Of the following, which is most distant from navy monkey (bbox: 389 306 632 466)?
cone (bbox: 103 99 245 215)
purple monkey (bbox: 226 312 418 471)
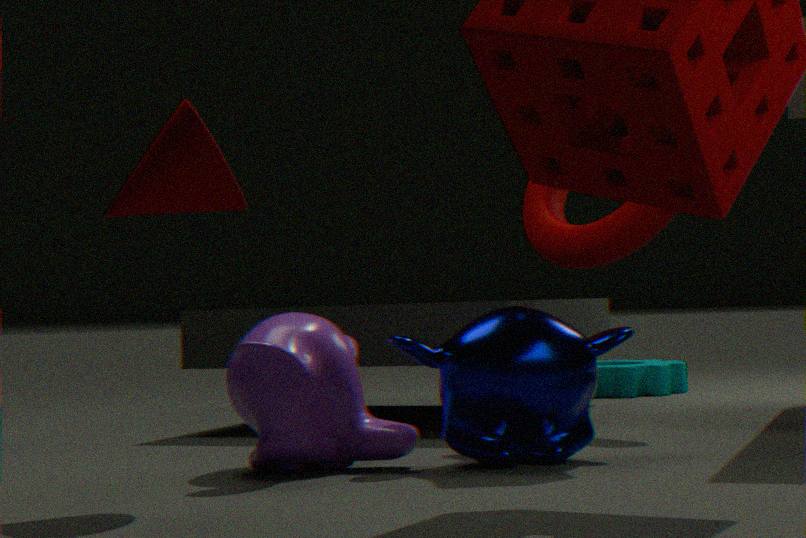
cone (bbox: 103 99 245 215)
